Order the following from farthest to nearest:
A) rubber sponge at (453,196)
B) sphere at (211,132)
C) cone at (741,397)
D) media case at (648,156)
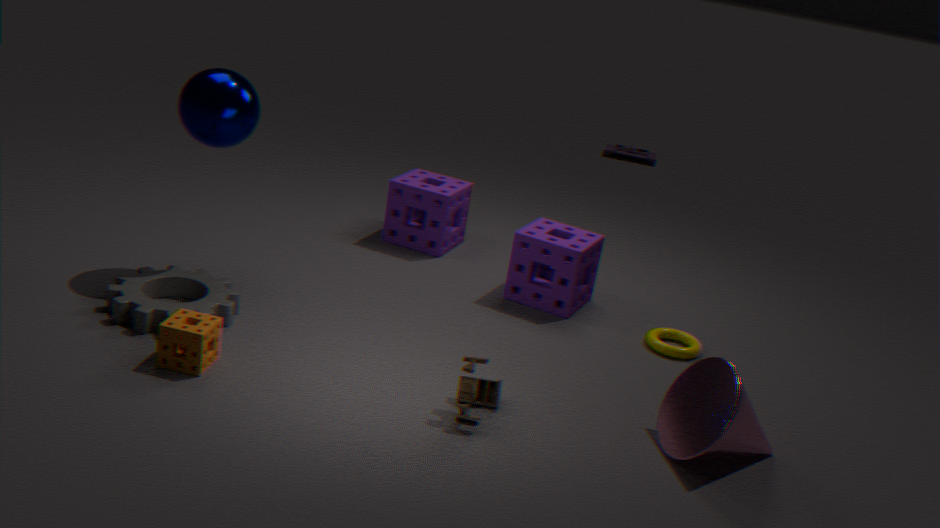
media case at (648,156)
rubber sponge at (453,196)
sphere at (211,132)
cone at (741,397)
